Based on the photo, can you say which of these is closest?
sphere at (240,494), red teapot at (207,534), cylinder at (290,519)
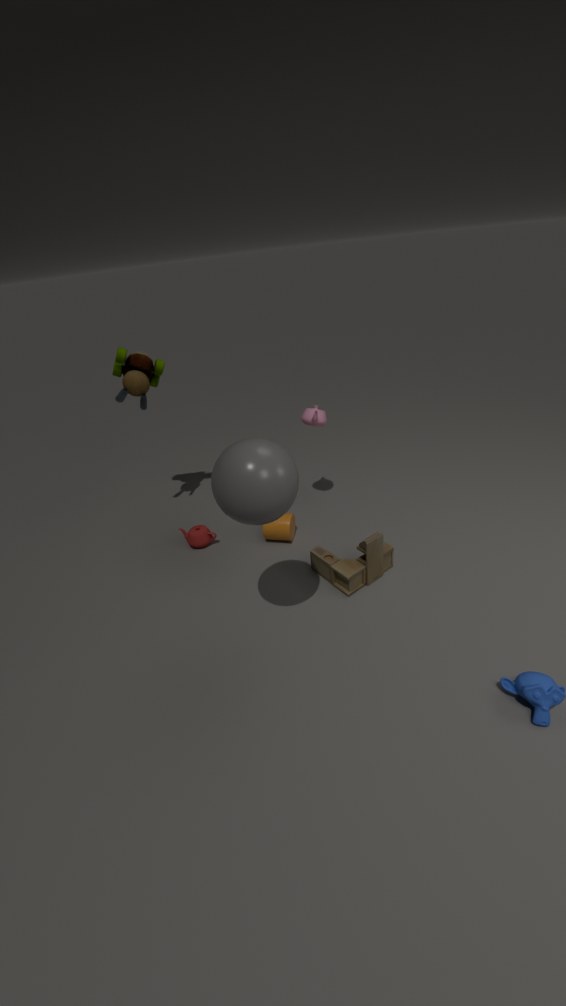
sphere at (240,494)
